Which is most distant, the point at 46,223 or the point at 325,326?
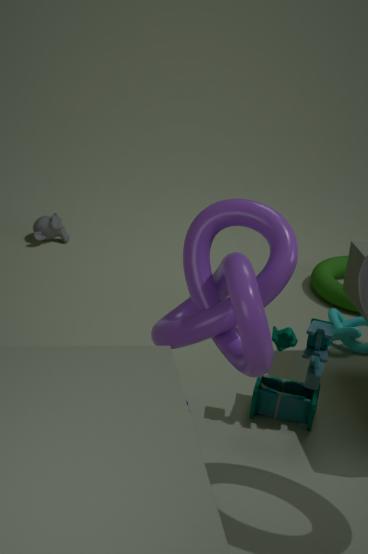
the point at 46,223
